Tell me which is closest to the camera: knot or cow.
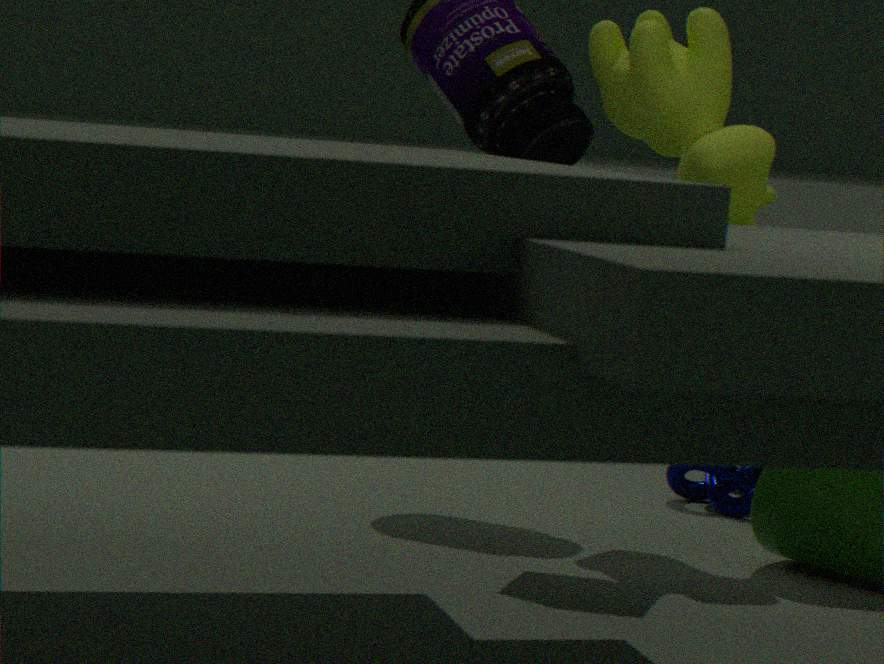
cow
